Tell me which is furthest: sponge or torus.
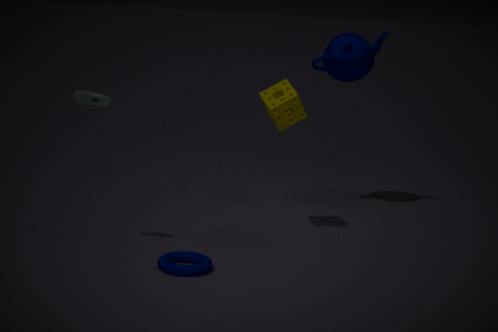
sponge
